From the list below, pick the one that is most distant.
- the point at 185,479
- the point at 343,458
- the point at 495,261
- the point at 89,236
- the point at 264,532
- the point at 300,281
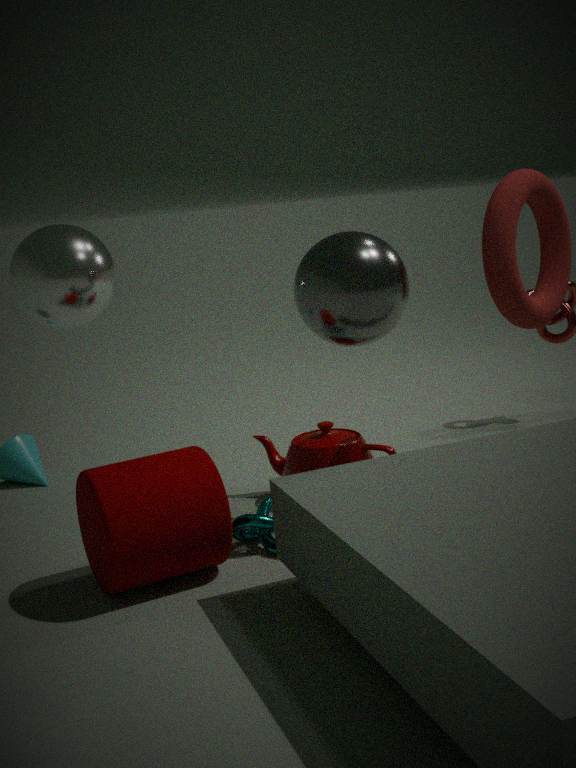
the point at 89,236
